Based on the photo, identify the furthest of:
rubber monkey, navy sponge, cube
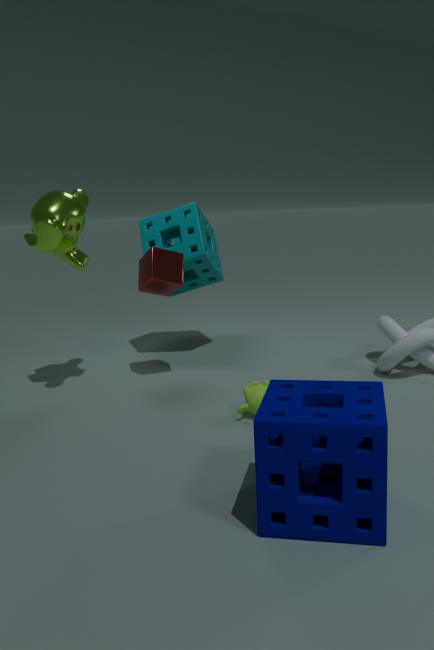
cube
